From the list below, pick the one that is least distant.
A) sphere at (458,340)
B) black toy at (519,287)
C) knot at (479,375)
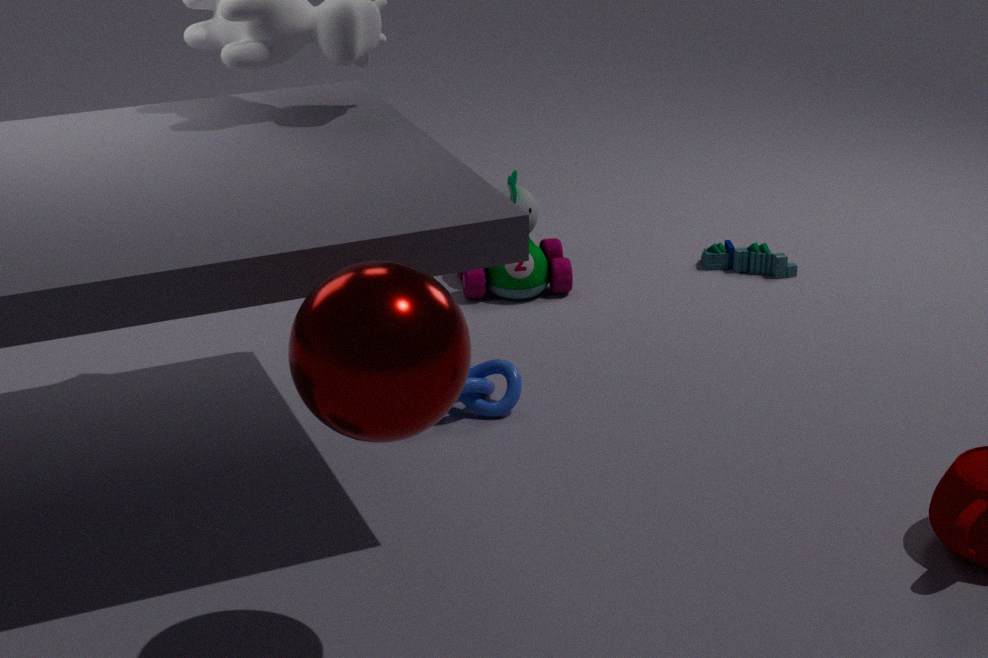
sphere at (458,340)
